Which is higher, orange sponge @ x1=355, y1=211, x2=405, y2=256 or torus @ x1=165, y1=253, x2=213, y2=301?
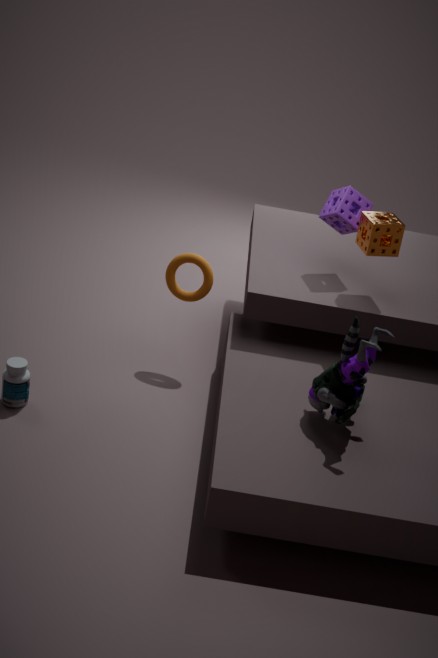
orange sponge @ x1=355, y1=211, x2=405, y2=256
